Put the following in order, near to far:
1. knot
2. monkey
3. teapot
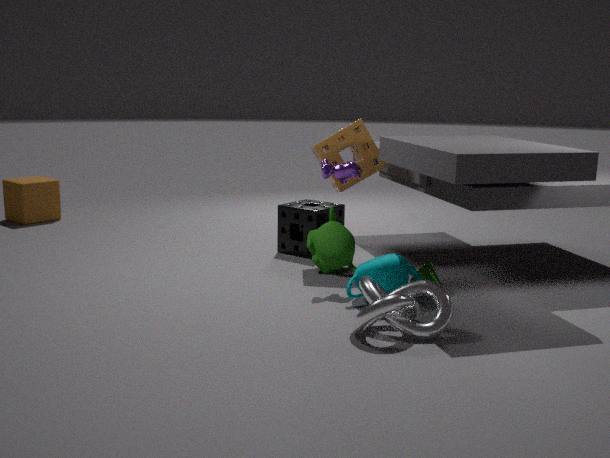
knot, teapot, monkey
